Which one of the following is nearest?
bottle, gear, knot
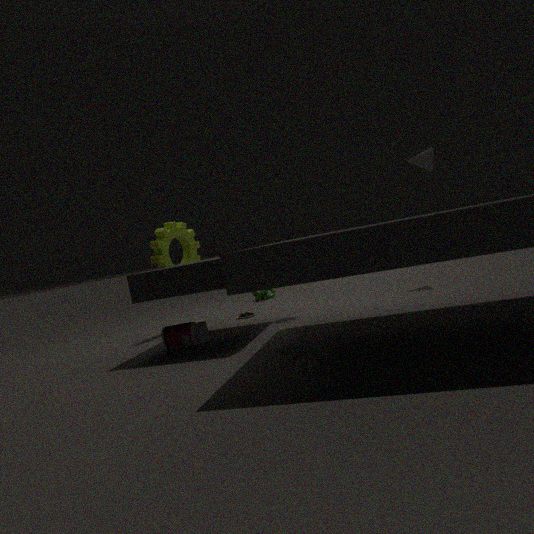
bottle
